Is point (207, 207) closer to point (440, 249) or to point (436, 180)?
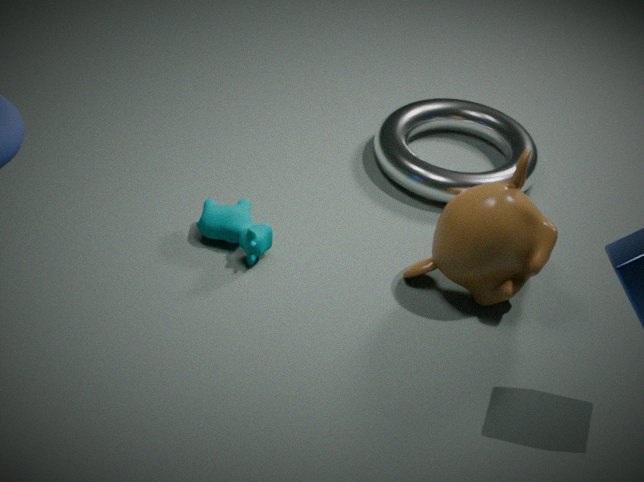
point (440, 249)
